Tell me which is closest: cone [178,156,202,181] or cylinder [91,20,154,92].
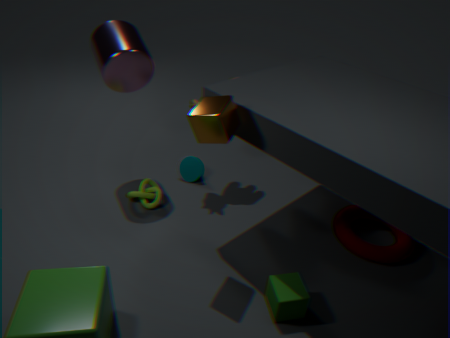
cylinder [91,20,154,92]
